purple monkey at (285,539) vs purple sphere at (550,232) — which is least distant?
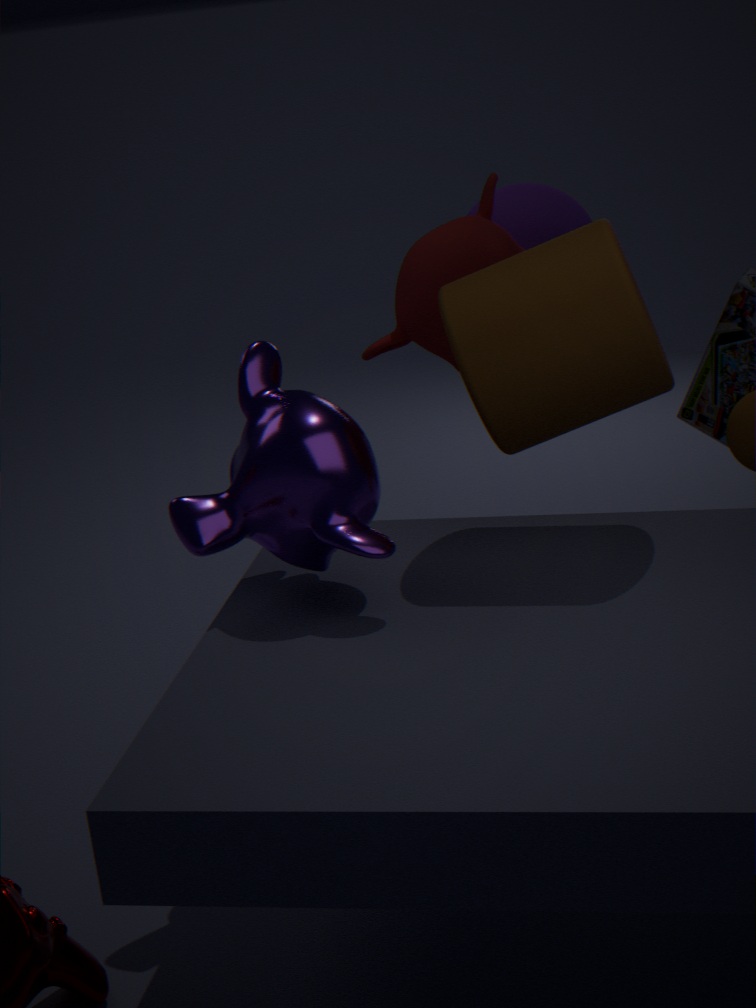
purple monkey at (285,539)
